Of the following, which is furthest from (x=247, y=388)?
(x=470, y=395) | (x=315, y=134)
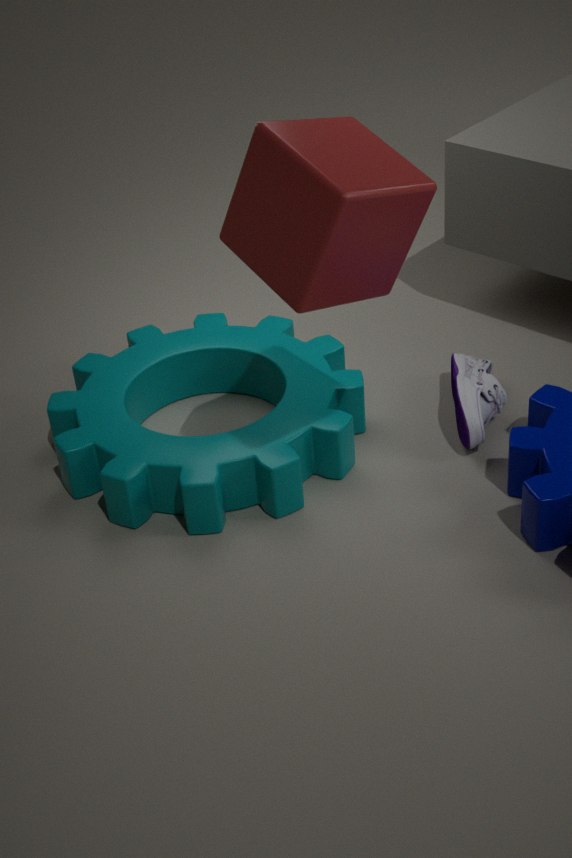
(x=315, y=134)
